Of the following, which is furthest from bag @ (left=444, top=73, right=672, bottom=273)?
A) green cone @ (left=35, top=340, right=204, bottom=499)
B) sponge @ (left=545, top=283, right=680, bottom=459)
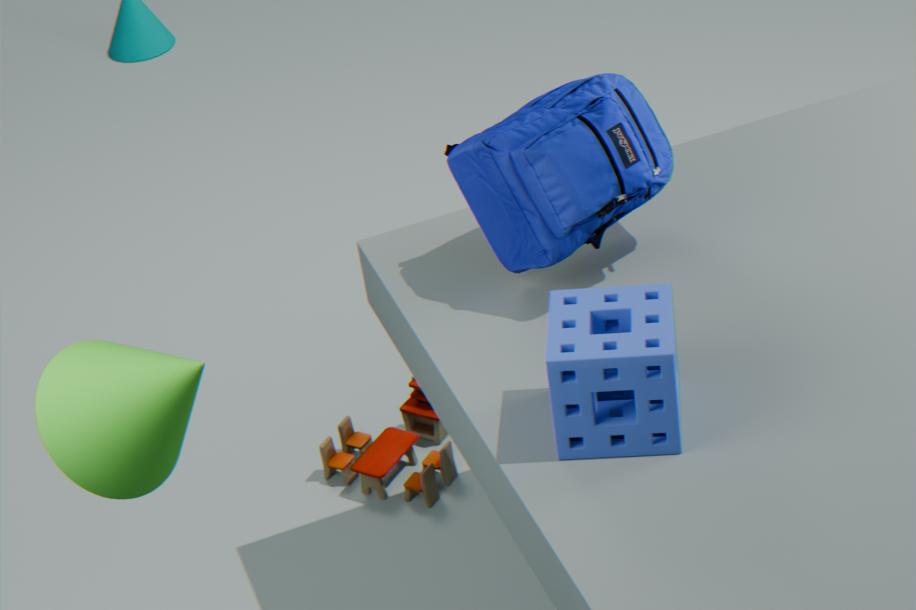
green cone @ (left=35, top=340, right=204, bottom=499)
